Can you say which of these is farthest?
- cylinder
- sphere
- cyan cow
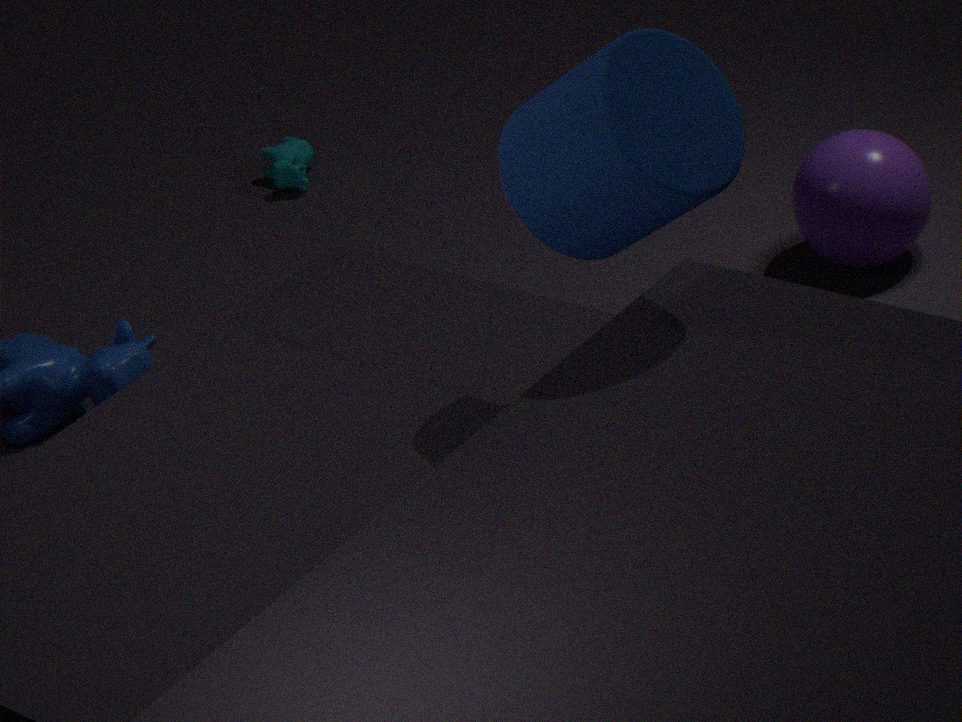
cyan cow
